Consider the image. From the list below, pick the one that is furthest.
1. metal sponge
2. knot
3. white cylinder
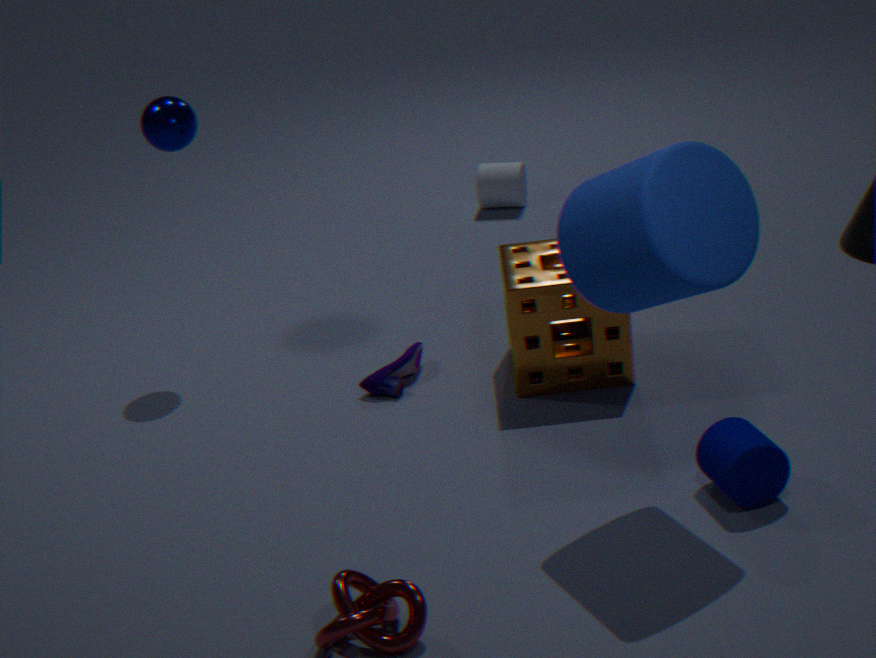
white cylinder
